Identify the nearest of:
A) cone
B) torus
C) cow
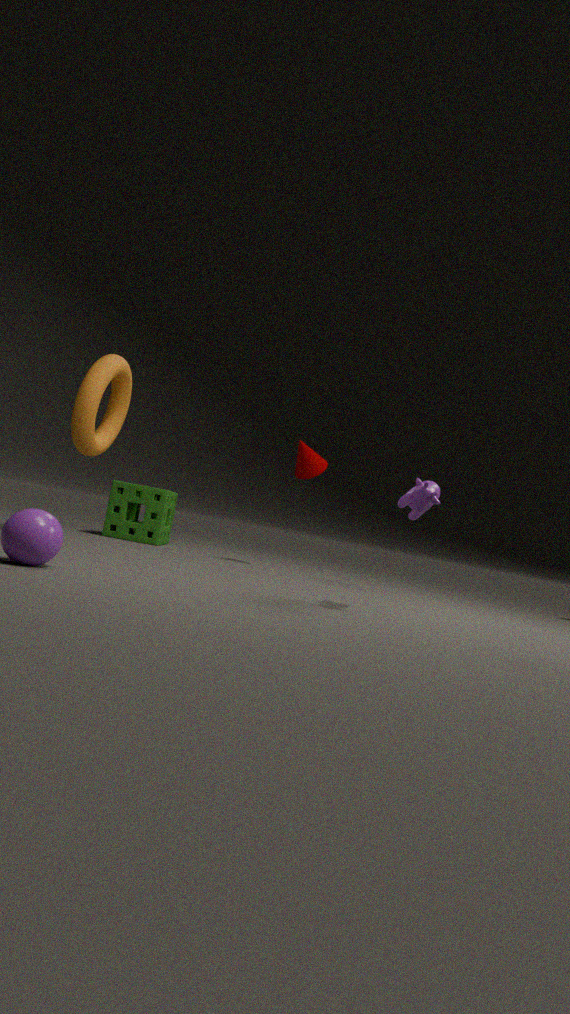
cow
